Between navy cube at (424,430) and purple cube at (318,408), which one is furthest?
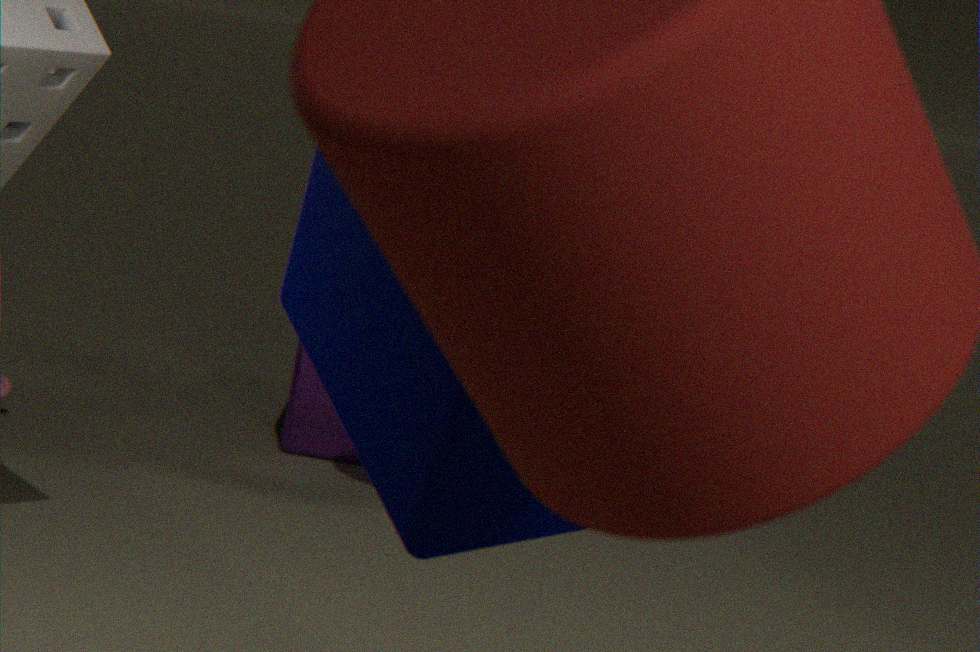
purple cube at (318,408)
